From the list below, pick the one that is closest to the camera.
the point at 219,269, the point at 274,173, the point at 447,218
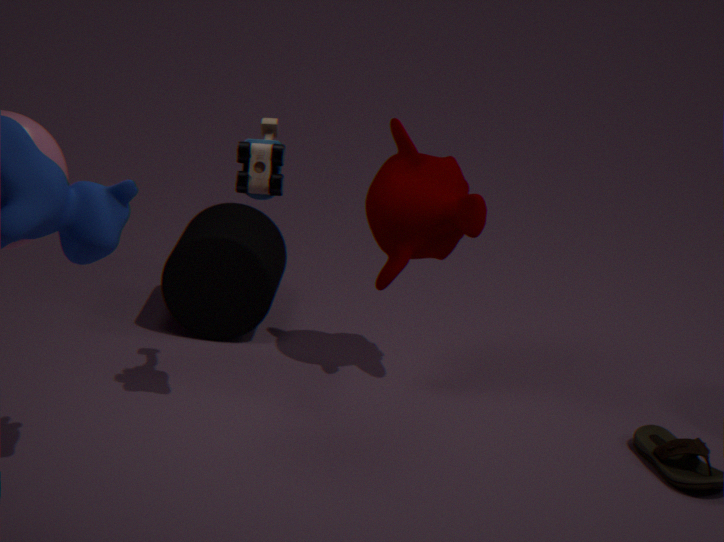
the point at 274,173
